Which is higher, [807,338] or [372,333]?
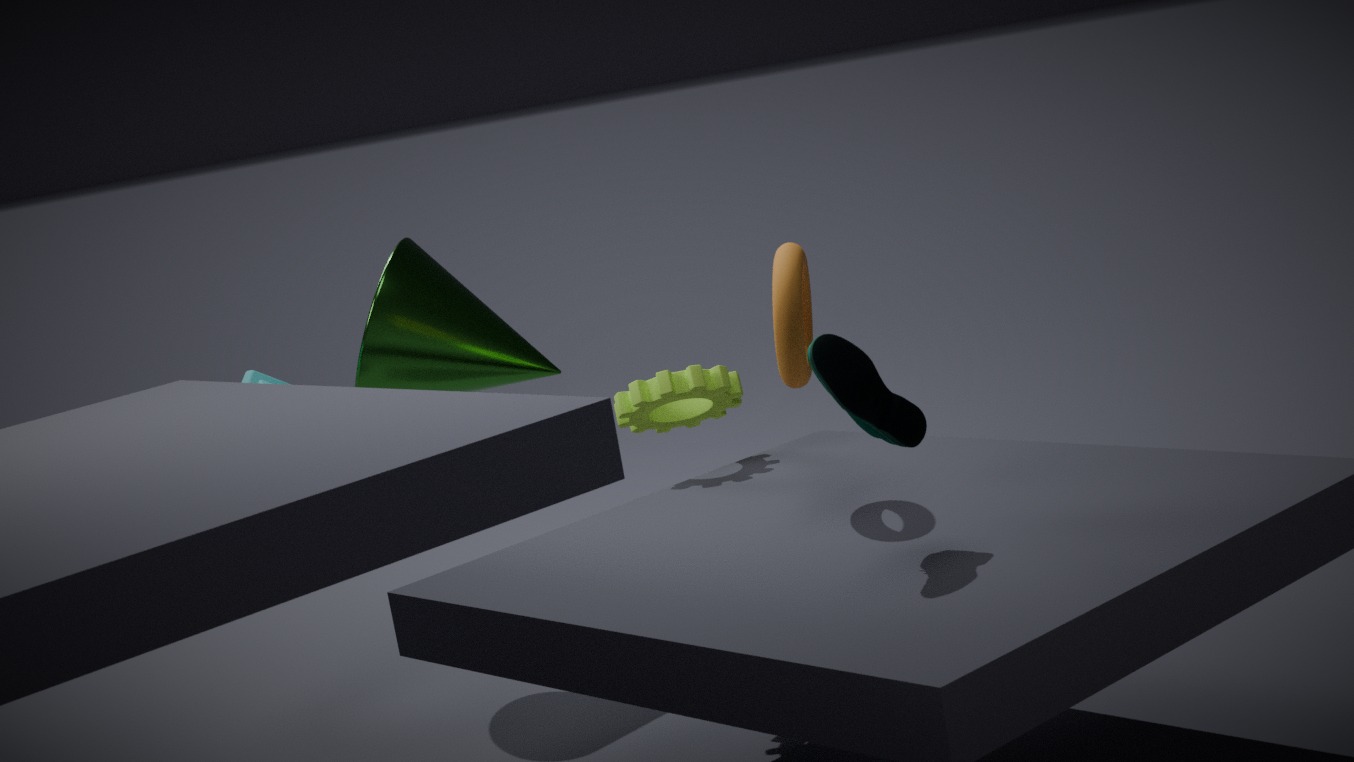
[807,338]
